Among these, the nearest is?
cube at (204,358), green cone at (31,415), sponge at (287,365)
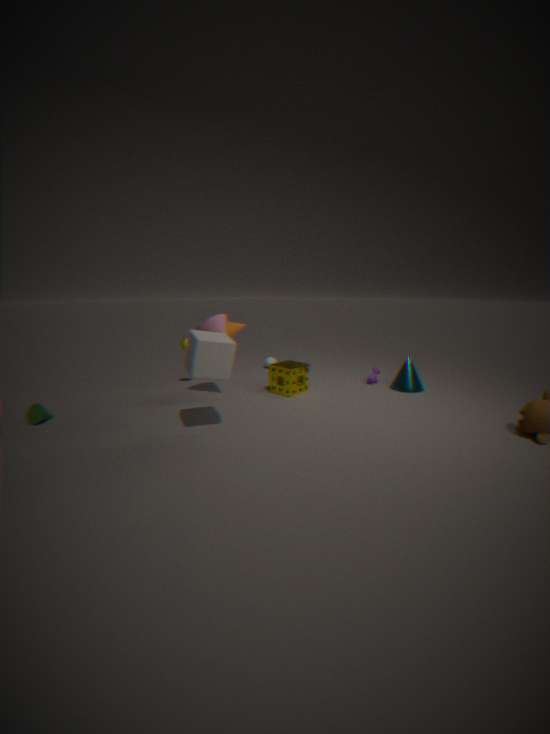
cube at (204,358)
